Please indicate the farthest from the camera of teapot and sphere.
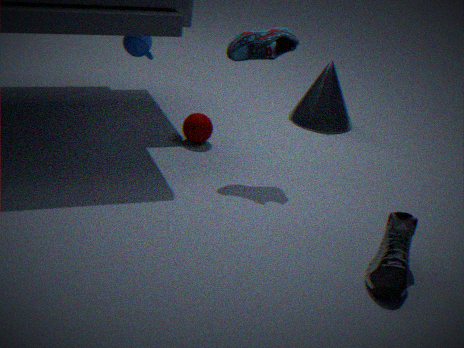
sphere
